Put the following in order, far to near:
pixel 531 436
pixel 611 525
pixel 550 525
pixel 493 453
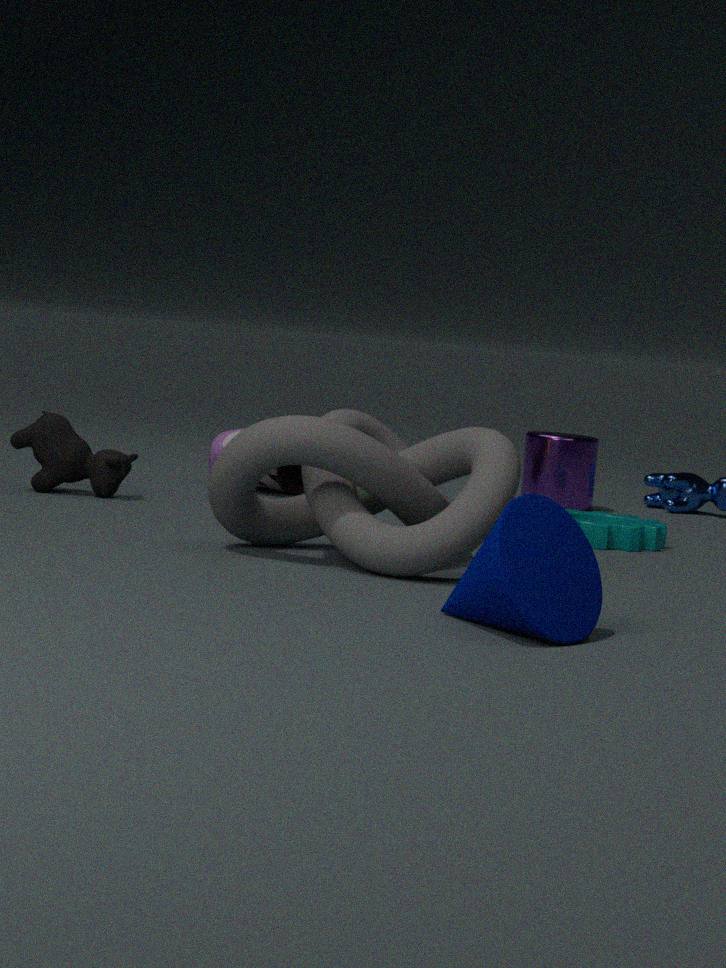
pixel 531 436
pixel 611 525
pixel 493 453
pixel 550 525
